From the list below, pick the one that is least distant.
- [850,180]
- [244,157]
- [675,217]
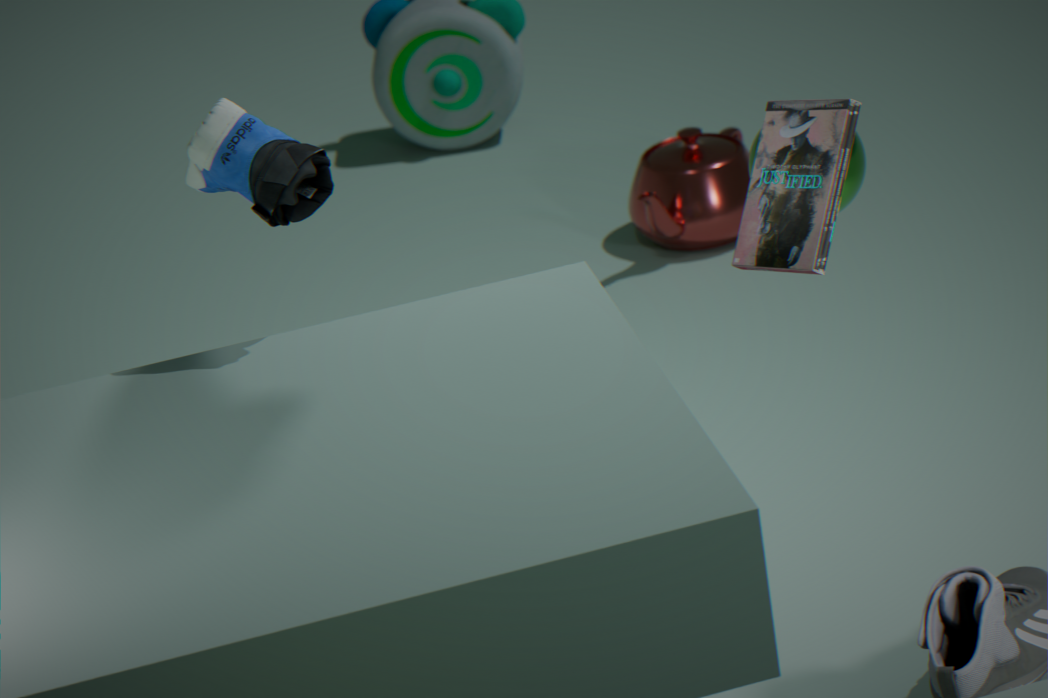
[244,157]
